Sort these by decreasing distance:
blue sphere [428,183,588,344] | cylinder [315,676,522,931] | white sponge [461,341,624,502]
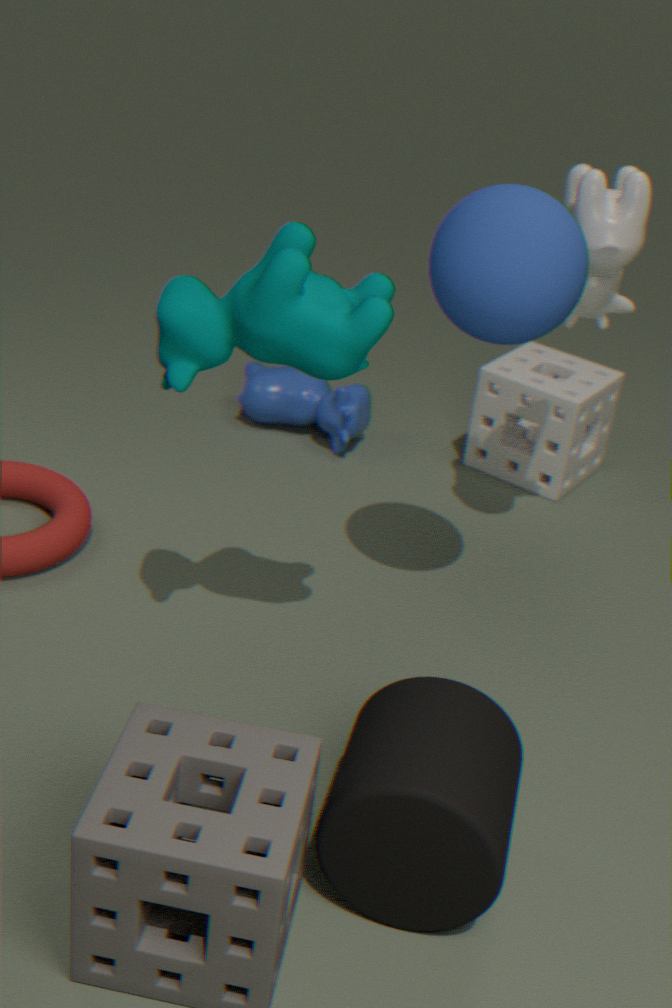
white sponge [461,341,624,502]
blue sphere [428,183,588,344]
cylinder [315,676,522,931]
